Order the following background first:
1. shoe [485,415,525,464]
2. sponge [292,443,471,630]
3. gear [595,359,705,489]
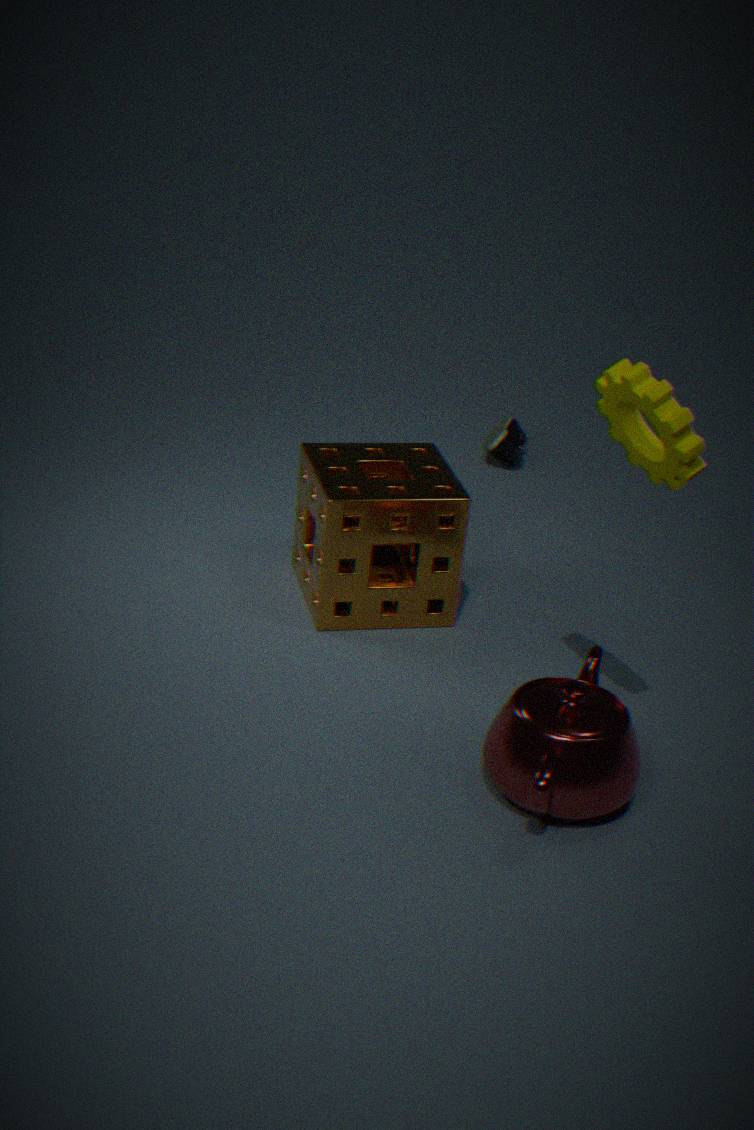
1. shoe [485,415,525,464]
2. sponge [292,443,471,630]
3. gear [595,359,705,489]
